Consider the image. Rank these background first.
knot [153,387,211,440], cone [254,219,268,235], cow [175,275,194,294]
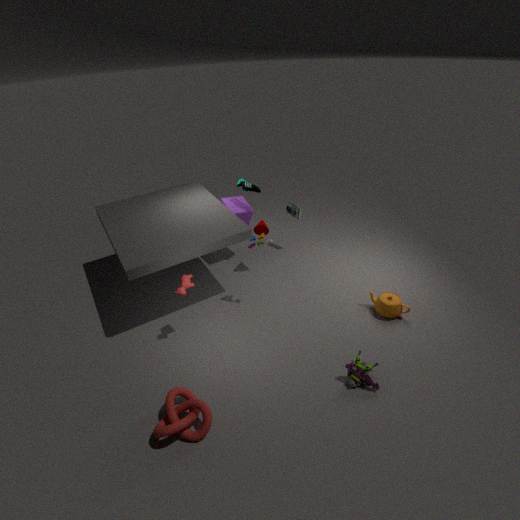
cone [254,219,268,235] → cow [175,275,194,294] → knot [153,387,211,440]
